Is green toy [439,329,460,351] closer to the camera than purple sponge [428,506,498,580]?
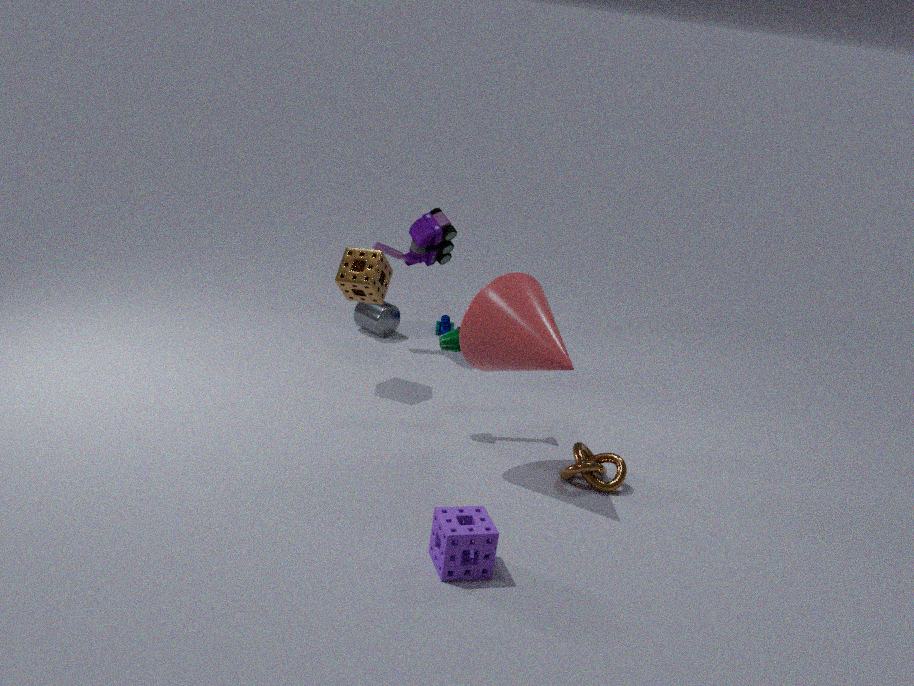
No
